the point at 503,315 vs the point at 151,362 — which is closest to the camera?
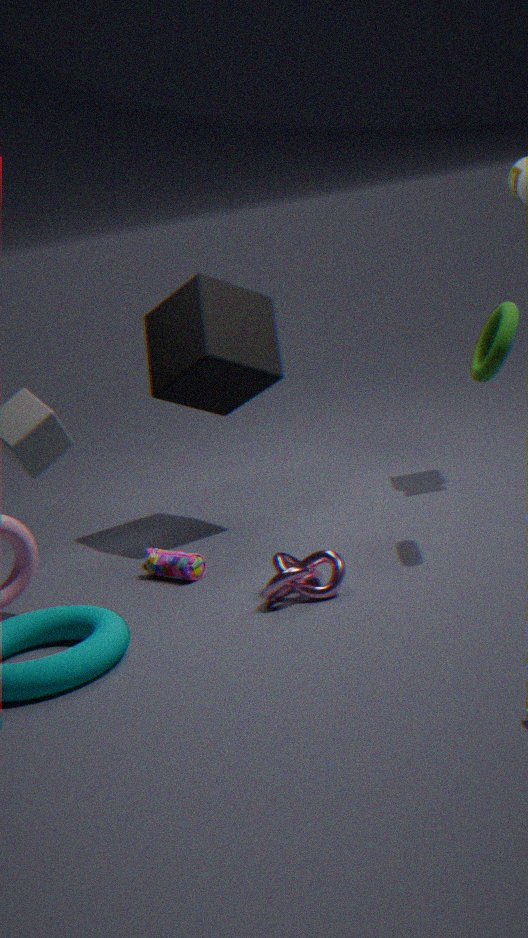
the point at 503,315
